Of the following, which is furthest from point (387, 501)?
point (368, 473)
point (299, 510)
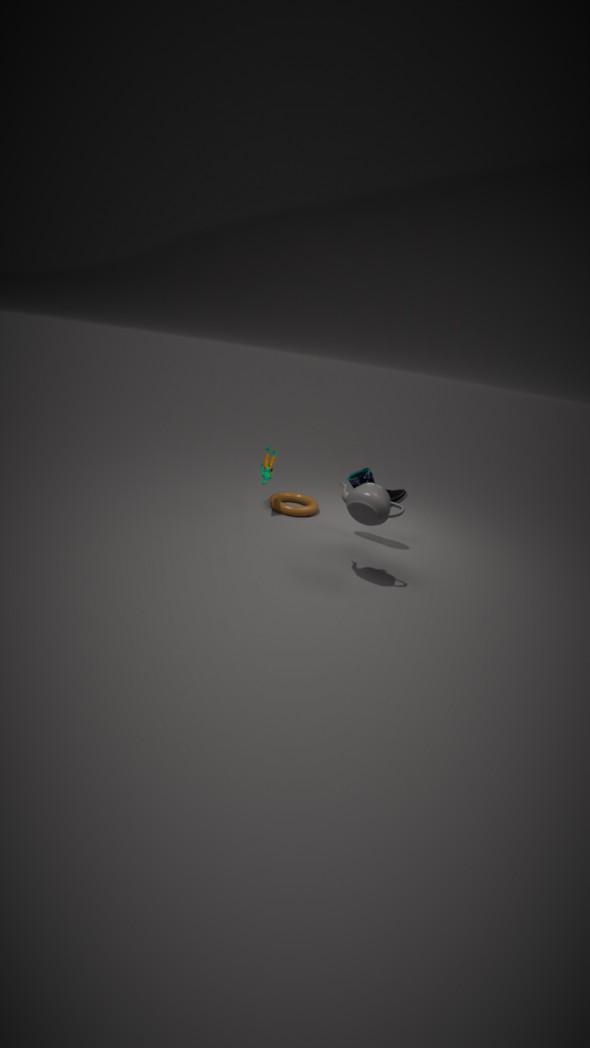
point (299, 510)
